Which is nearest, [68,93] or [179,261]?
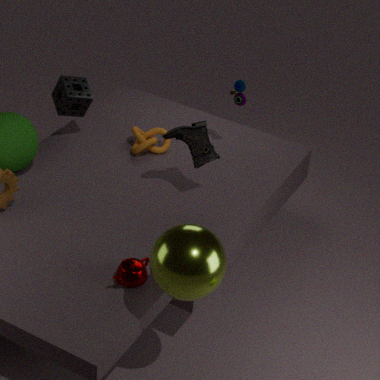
[179,261]
